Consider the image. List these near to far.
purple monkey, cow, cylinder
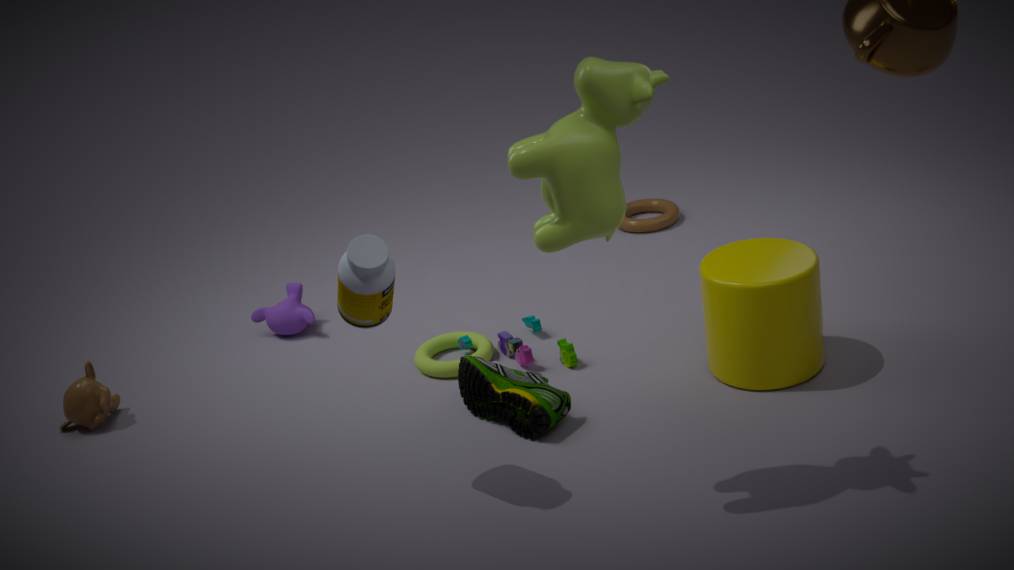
cow, cylinder, purple monkey
